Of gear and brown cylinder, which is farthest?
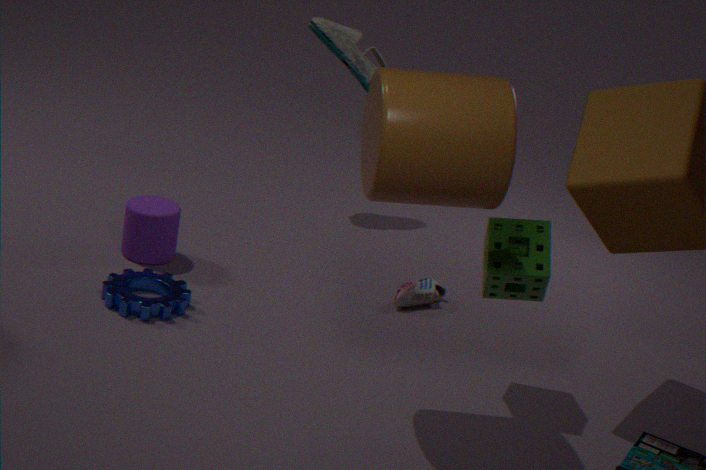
gear
